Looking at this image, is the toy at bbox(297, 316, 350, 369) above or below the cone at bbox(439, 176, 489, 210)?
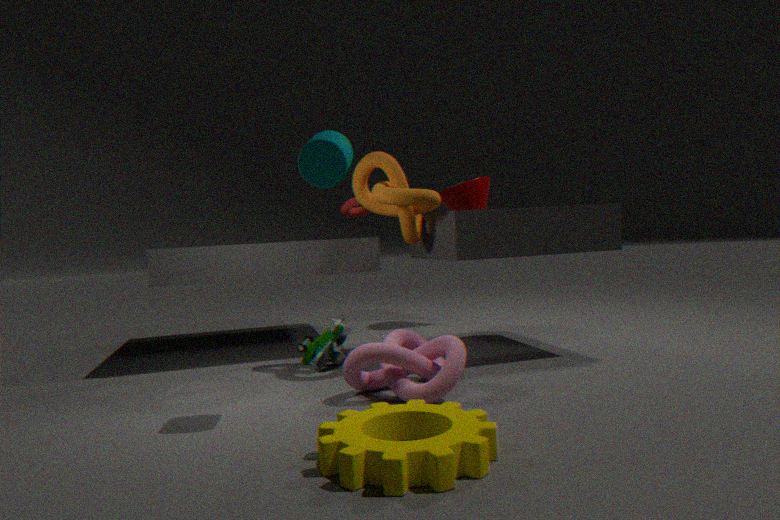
below
